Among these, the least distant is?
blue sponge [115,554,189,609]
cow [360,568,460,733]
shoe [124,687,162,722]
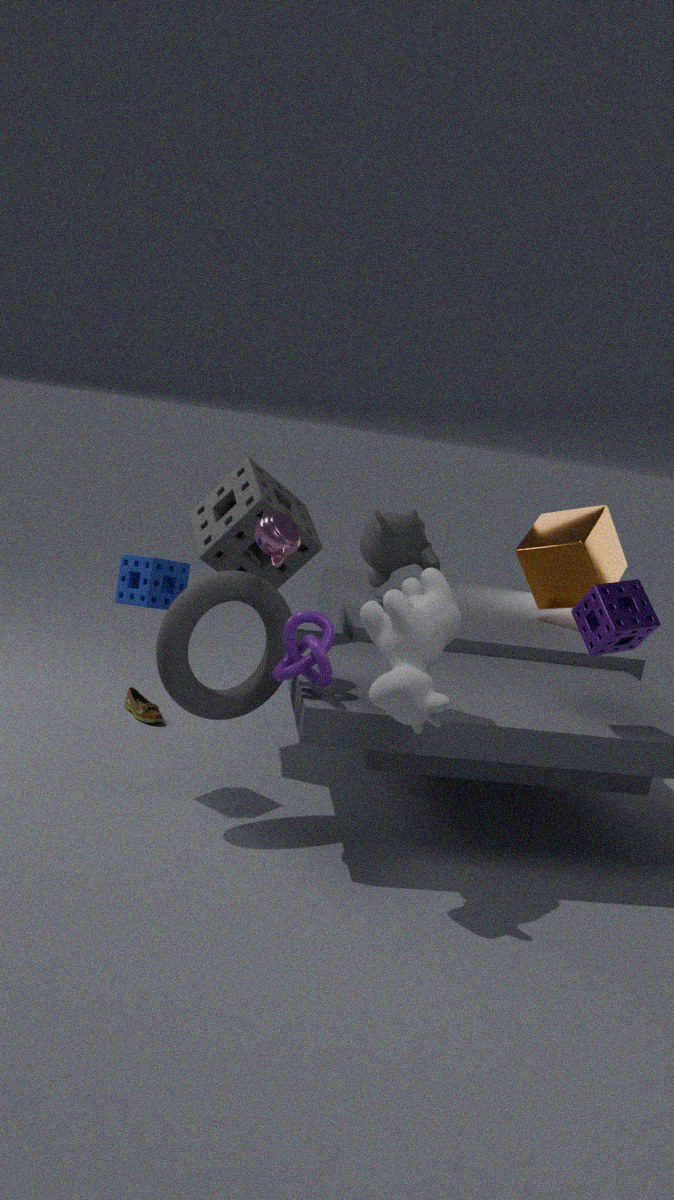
cow [360,568,460,733]
